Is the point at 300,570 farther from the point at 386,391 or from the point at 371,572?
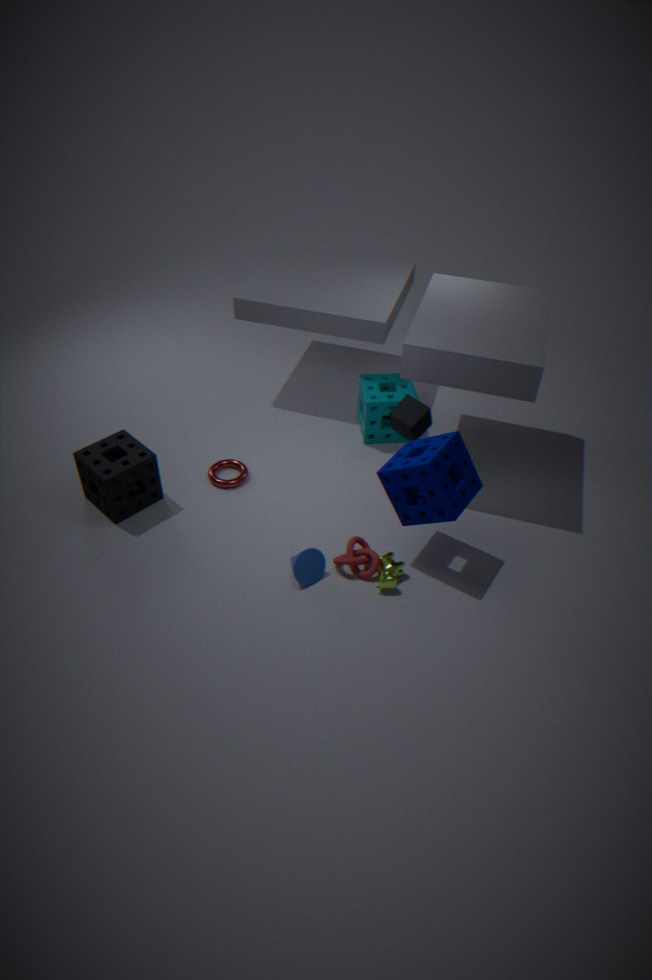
the point at 386,391
